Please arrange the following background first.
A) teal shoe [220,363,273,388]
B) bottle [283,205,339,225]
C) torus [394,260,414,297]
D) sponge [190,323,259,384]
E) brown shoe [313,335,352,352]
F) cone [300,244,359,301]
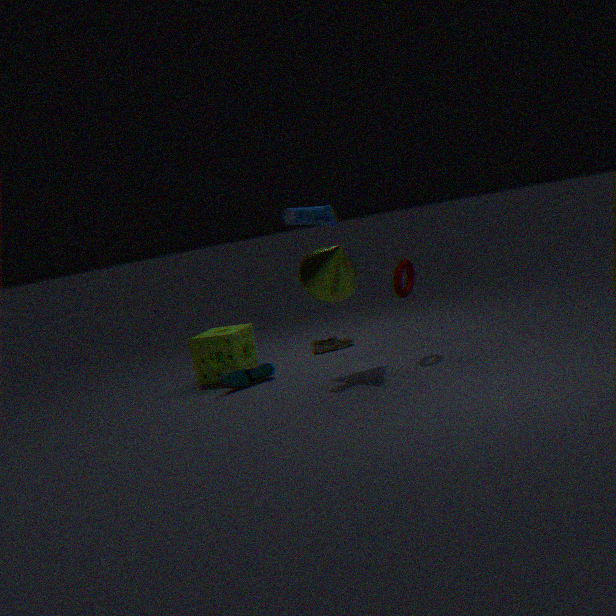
brown shoe [313,335,352,352] → sponge [190,323,259,384] → teal shoe [220,363,273,388] → torus [394,260,414,297] → bottle [283,205,339,225] → cone [300,244,359,301]
